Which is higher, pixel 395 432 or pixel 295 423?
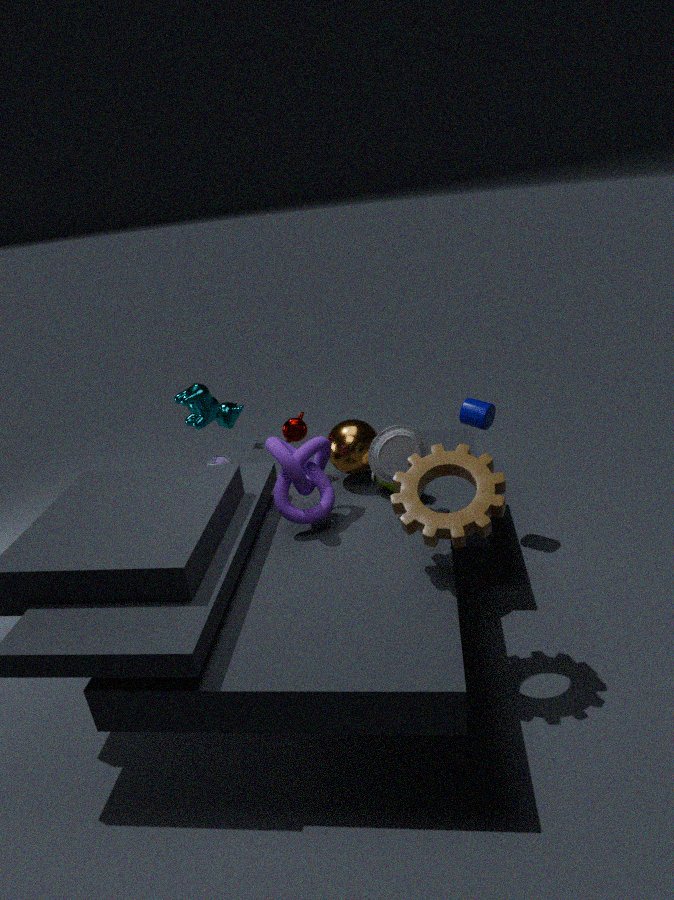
pixel 395 432
